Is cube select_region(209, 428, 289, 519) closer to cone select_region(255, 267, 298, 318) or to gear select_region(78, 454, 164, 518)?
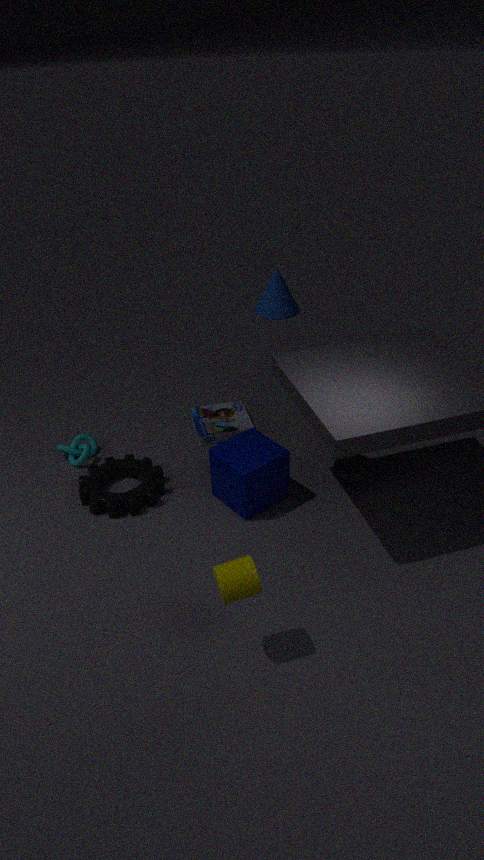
gear select_region(78, 454, 164, 518)
